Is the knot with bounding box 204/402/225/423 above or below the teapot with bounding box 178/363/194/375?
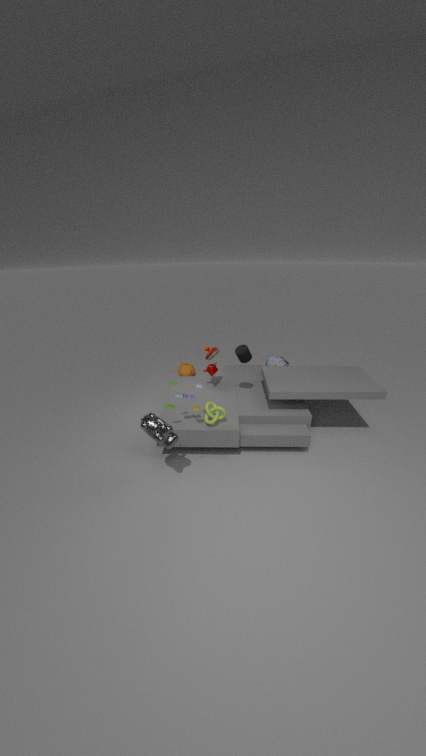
above
